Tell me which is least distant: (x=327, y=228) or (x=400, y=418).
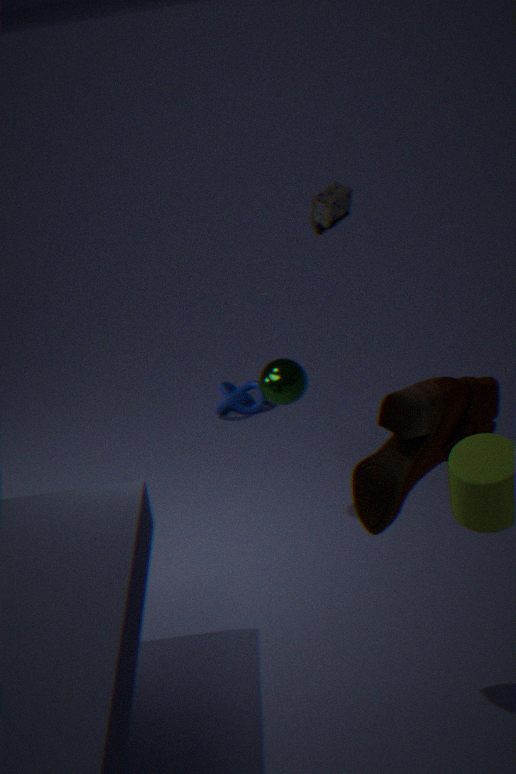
(x=400, y=418)
